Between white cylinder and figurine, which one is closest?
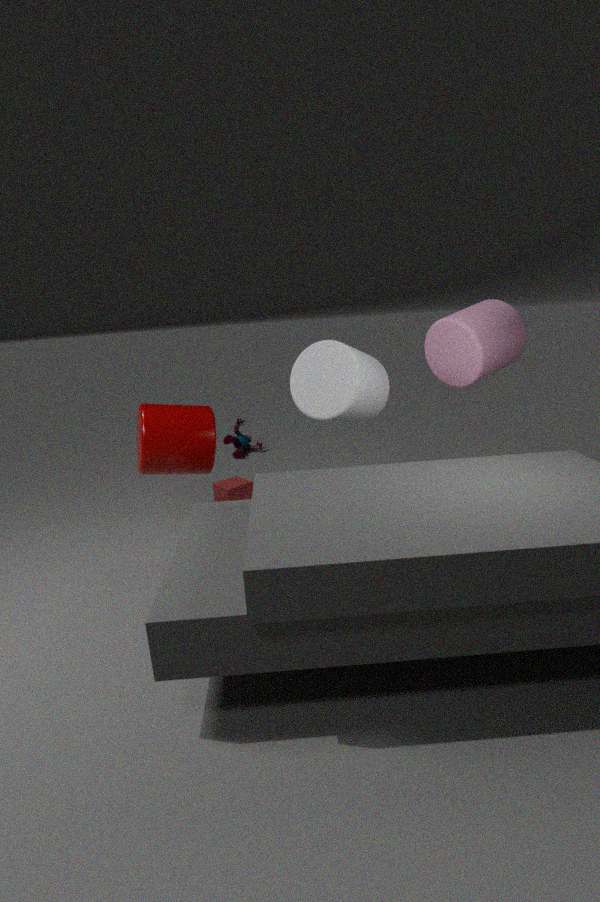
white cylinder
